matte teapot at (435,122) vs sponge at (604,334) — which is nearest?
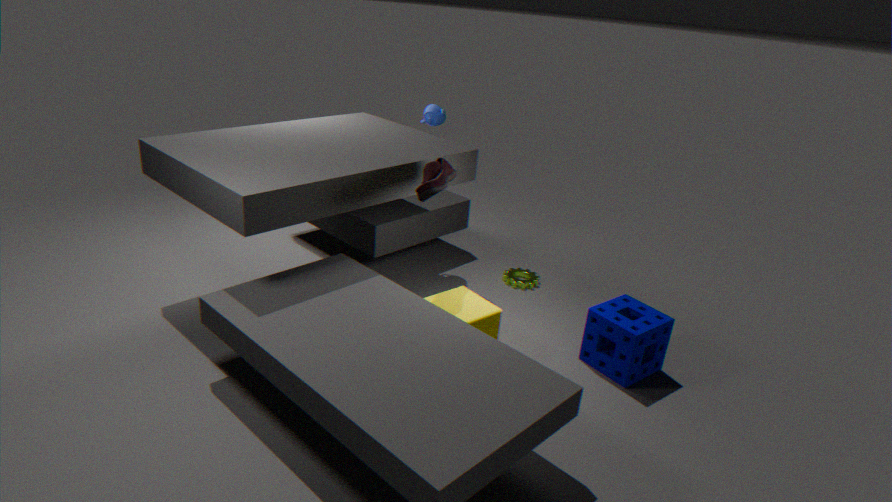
sponge at (604,334)
